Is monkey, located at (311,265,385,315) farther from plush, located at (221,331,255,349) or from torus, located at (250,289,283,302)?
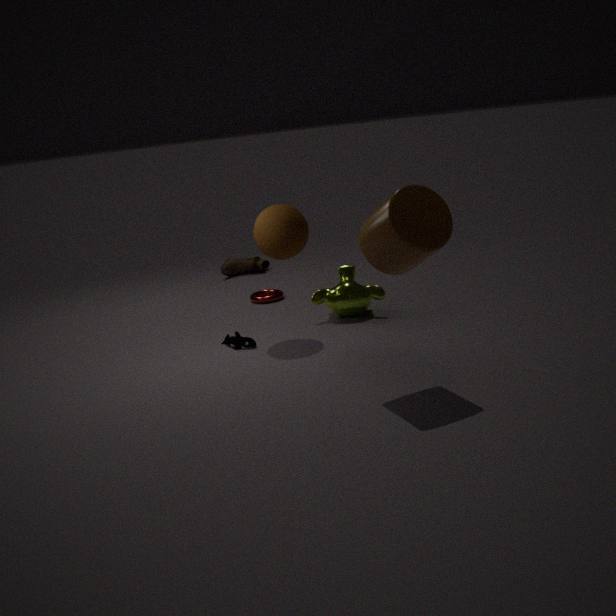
torus, located at (250,289,283,302)
